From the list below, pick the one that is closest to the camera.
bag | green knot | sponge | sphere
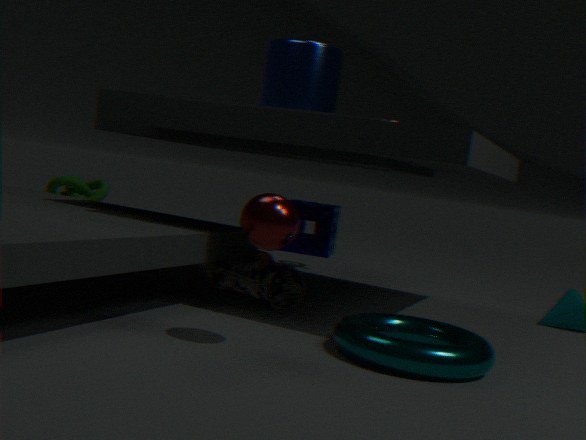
sphere
